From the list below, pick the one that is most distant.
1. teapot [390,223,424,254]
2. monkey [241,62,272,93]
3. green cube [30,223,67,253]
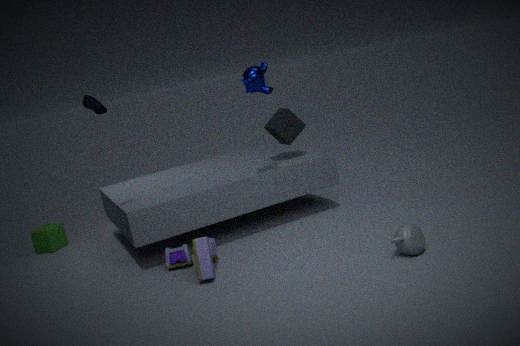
green cube [30,223,67,253]
